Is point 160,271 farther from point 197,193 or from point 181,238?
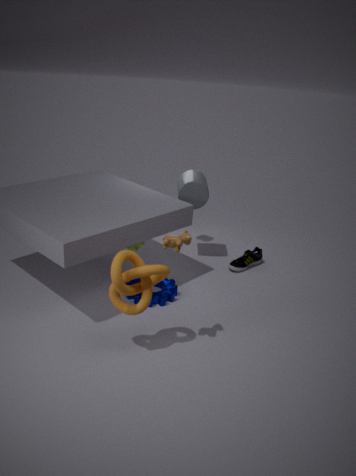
point 197,193
